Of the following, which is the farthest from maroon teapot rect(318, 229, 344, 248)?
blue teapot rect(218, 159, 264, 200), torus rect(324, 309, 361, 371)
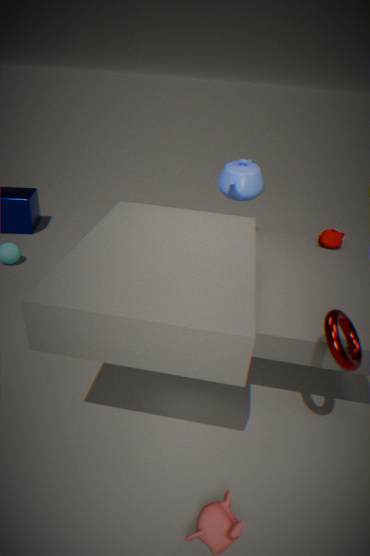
torus rect(324, 309, 361, 371)
